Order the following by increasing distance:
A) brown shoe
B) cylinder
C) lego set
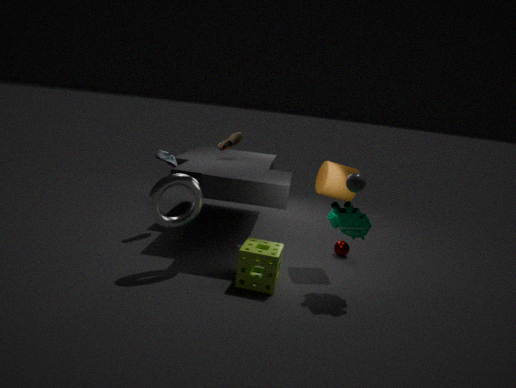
1. lego set
2. cylinder
3. brown shoe
